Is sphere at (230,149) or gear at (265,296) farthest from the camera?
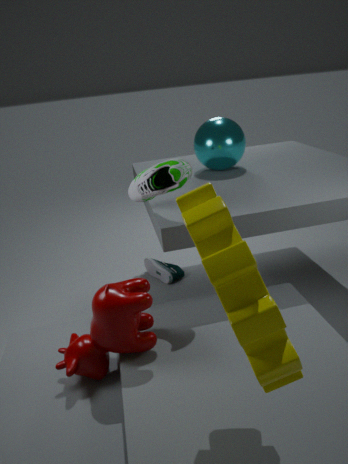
sphere at (230,149)
